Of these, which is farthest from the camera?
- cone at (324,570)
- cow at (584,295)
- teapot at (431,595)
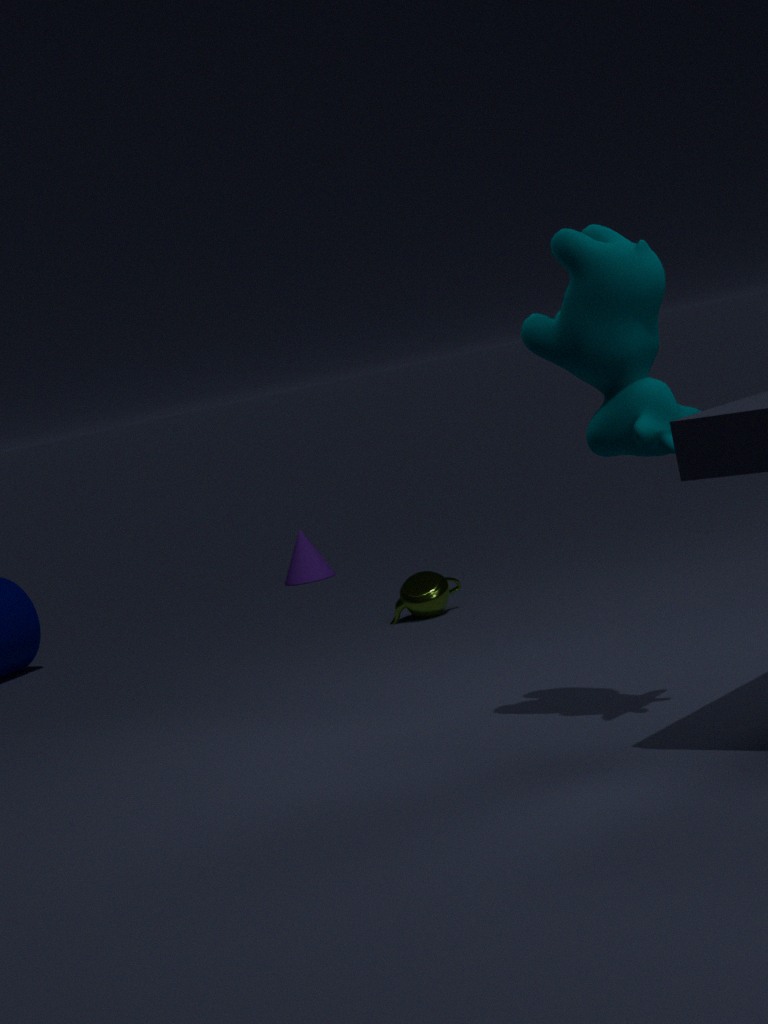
cone at (324,570)
